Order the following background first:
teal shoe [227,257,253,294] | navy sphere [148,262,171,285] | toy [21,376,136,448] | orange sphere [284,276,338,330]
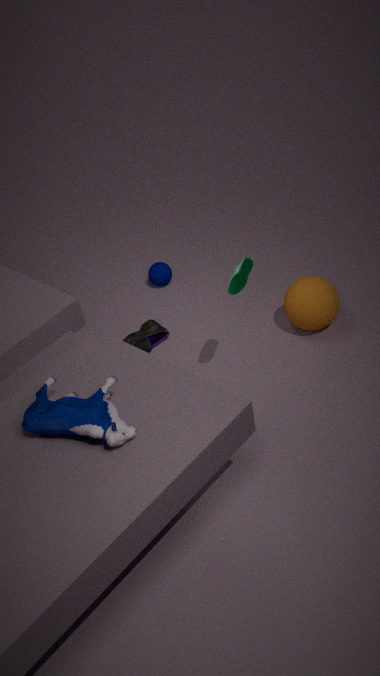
1. navy sphere [148,262,171,285]
2. orange sphere [284,276,338,330]
3. teal shoe [227,257,253,294]
4. toy [21,376,136,448]
